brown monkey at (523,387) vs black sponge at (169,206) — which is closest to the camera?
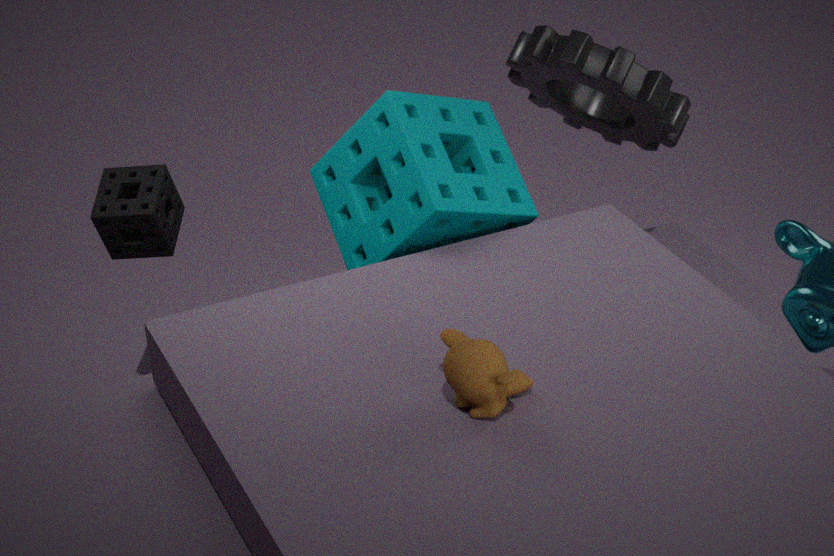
brown monkey at (523,387)
